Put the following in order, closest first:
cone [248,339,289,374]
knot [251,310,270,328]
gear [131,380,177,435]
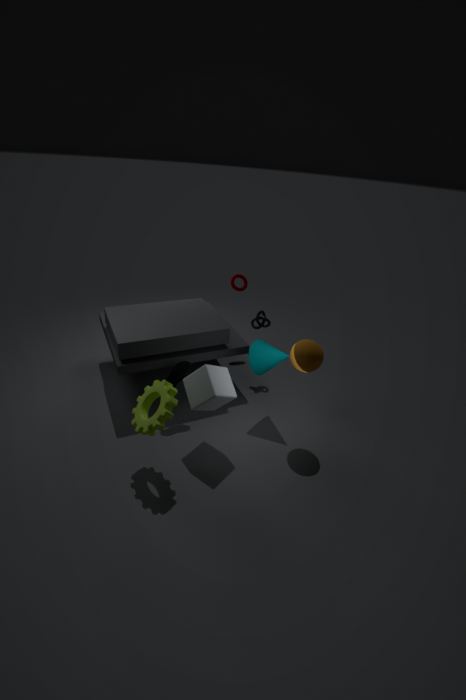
1. gear [131,380,177,435]
2. cone [248,339,289,374]
3. knot [251,310,270,328]
